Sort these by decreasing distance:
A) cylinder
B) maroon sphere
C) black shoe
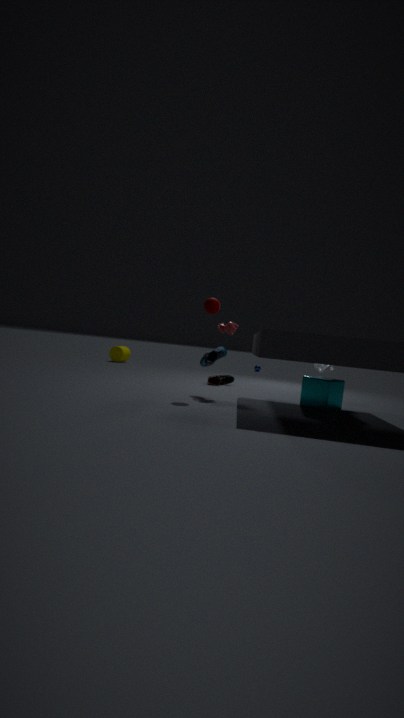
cylinder → black shoe → maroon sphere
